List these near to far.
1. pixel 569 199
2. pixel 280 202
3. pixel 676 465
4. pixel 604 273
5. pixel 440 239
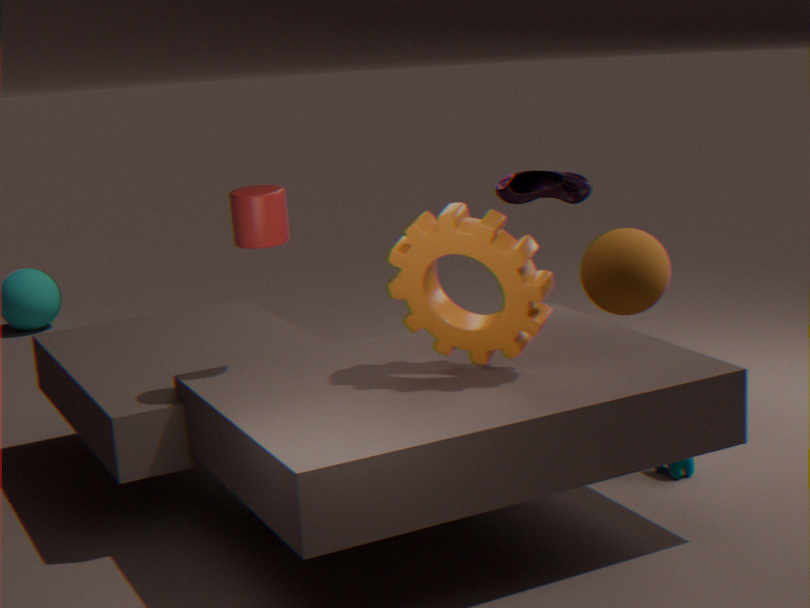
pixel 440 239 < pixel 280 202 < pixel 569 199 < pixel 676 465 < pixel 604 273
